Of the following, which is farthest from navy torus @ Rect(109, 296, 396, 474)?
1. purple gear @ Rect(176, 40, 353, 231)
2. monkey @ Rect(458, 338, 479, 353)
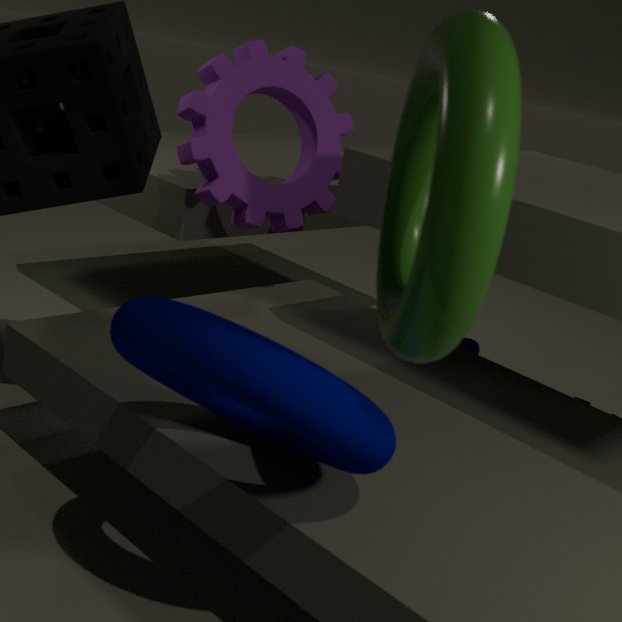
monkey @ Rect(458, 338, 479, 353)
